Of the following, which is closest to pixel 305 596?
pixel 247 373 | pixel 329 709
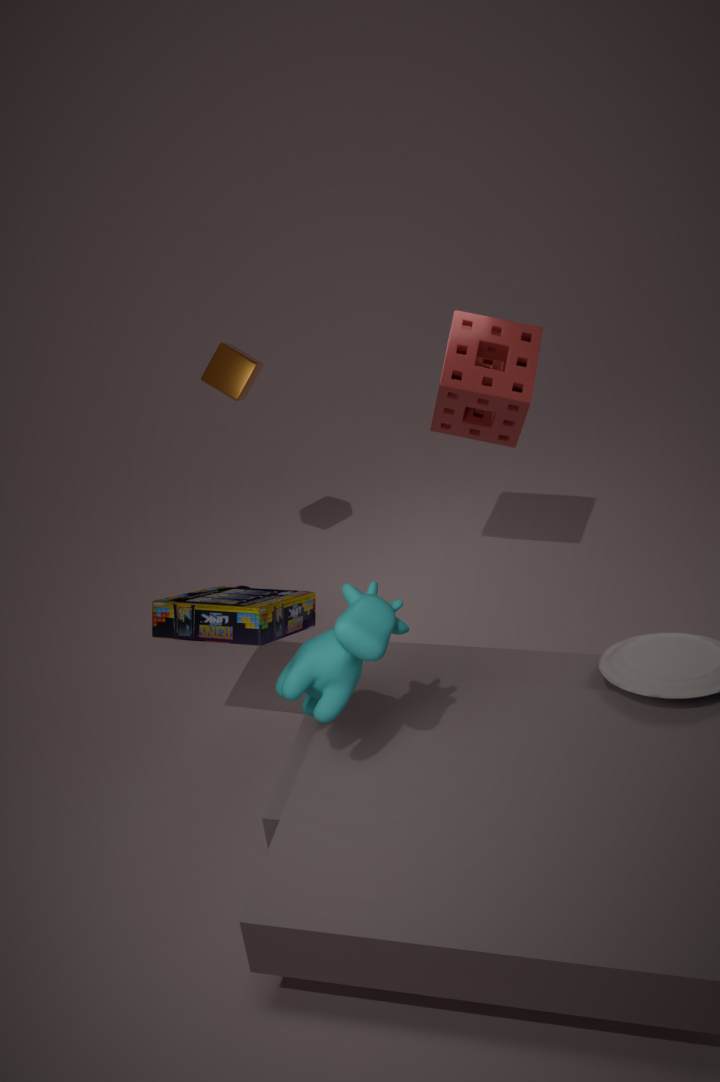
pixel 329 709
